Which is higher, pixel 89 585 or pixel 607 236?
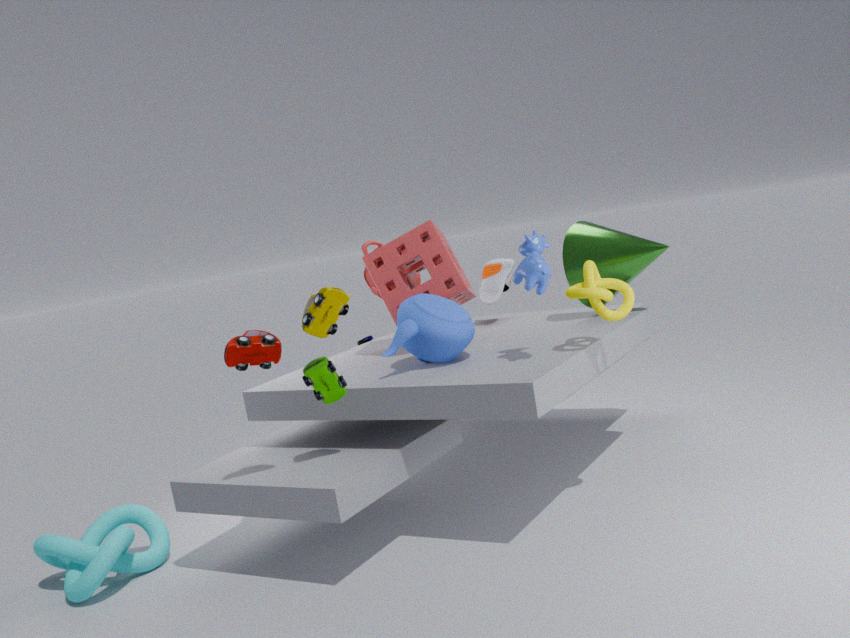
pixel 607 236
